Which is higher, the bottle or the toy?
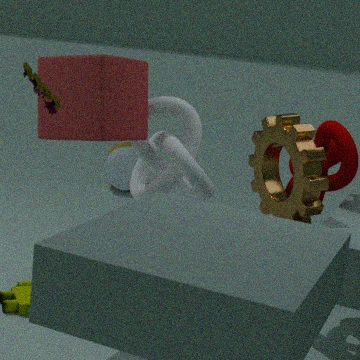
the toy
